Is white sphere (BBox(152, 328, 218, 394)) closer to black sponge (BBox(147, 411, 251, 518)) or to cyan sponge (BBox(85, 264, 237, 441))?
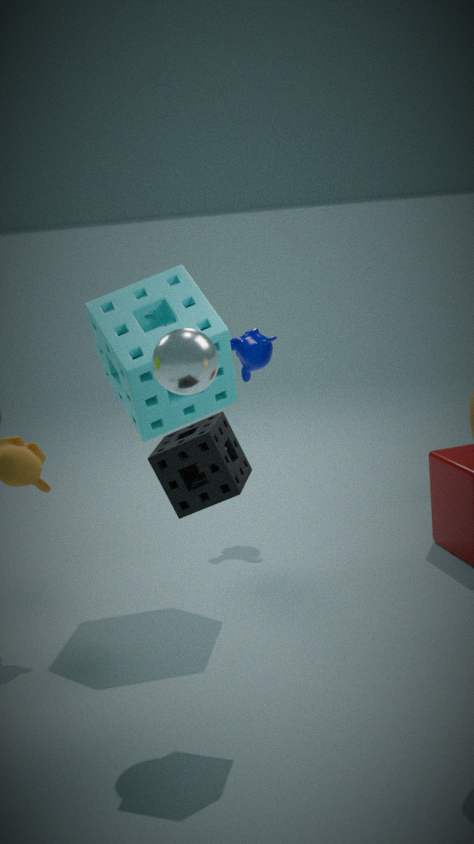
black sponge (BBox(147, 411, 251, 518))
